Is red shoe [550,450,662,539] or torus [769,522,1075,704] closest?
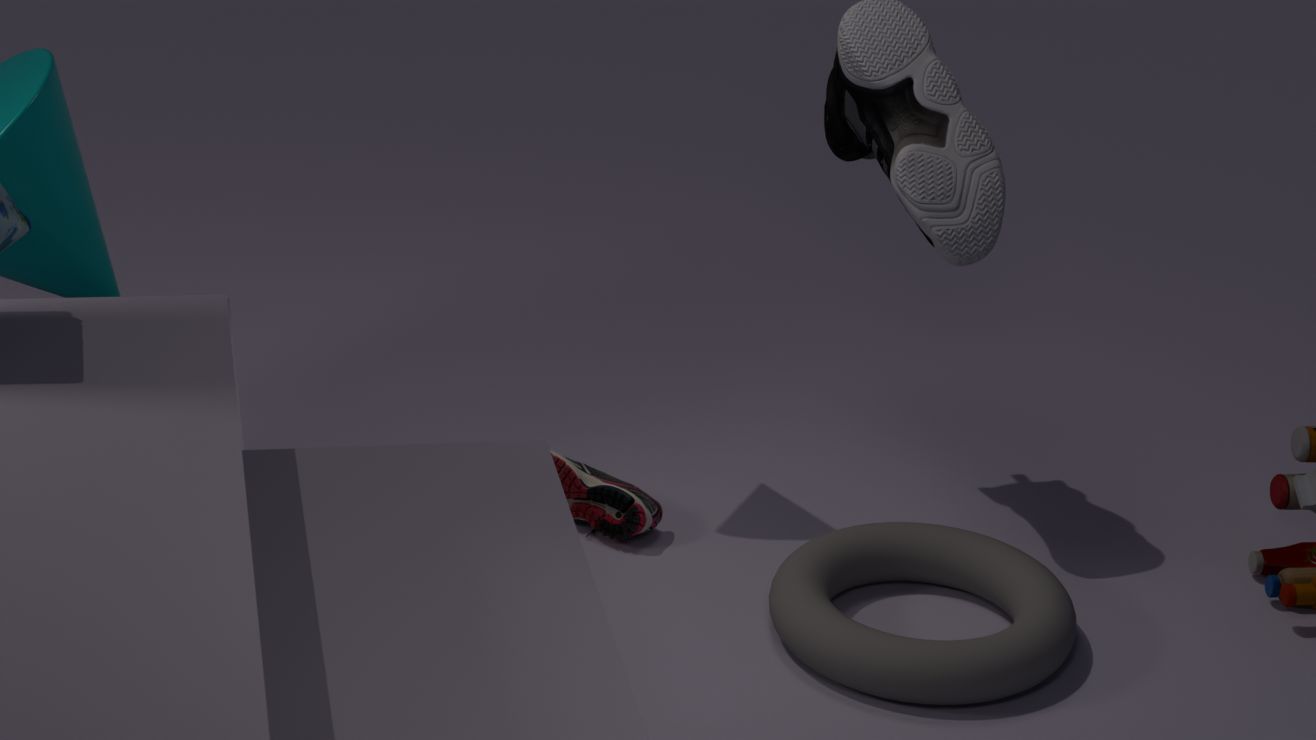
torus [769,522,1075,704]
